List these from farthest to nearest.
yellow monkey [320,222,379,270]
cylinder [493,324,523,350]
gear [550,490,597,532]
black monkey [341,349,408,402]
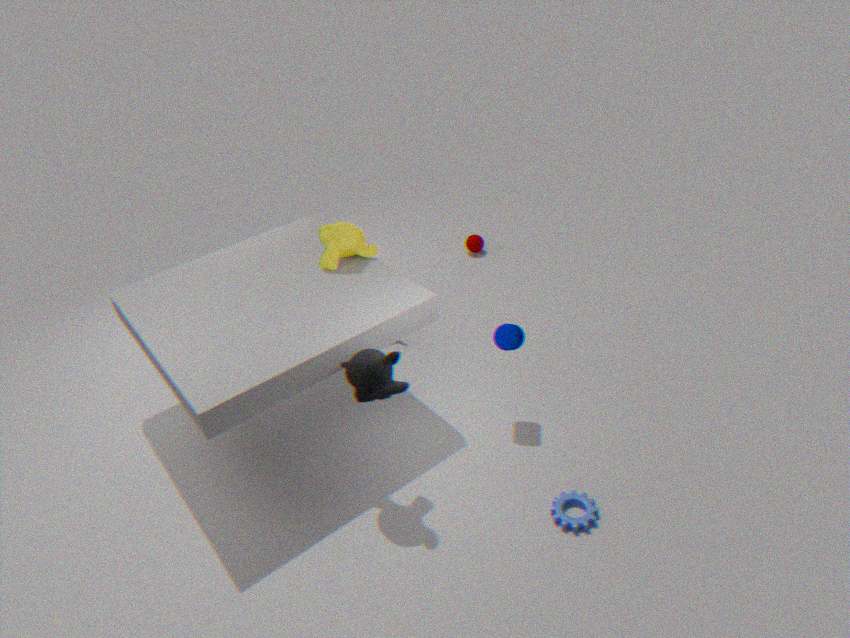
1. yellow monkey [320,222,379,270]
2. cylinder [493,324,523,350]
3. gear [550,490,597,532]
4. black monkey [341,349,408,402]
